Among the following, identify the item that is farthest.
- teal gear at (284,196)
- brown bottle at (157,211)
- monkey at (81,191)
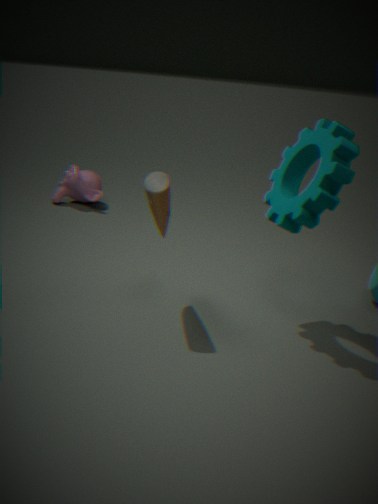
monkey at (81,191)
